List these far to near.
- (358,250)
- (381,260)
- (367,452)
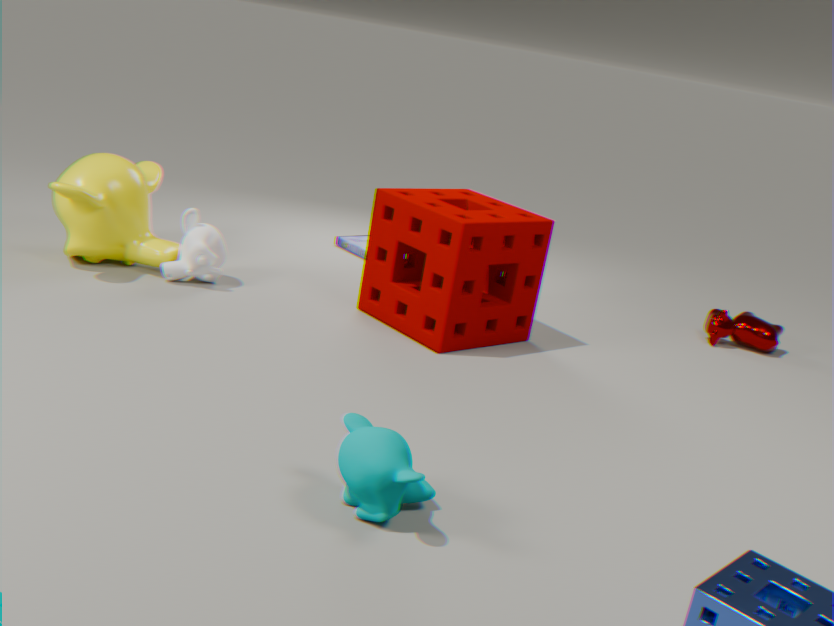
(358,250) → (381,260) → (367,452)
